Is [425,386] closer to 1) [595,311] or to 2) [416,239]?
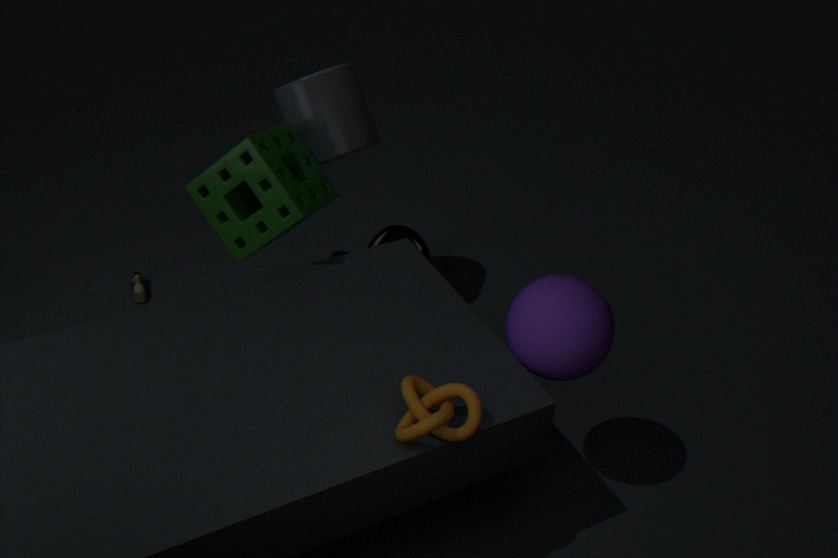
1) [595,311]
